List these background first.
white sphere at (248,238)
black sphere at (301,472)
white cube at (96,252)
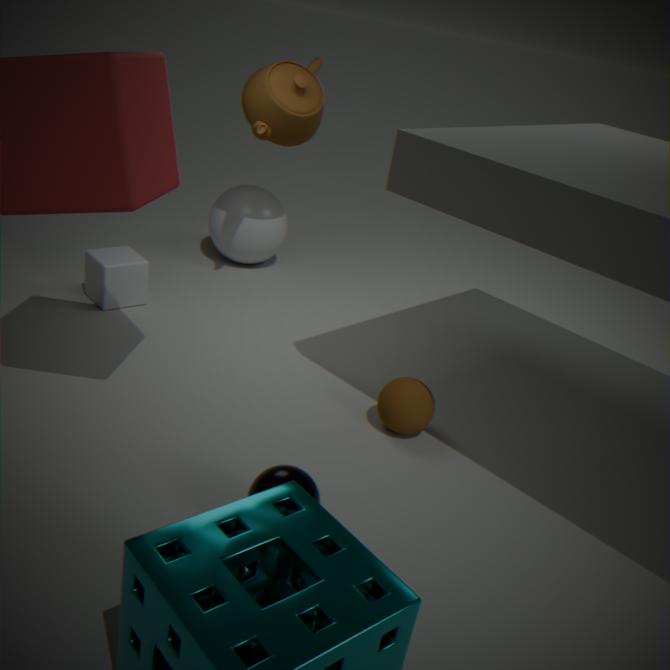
1. white sphere at (248,238)
2. white cube at (96,252)
3. black sphere at (301,472)
